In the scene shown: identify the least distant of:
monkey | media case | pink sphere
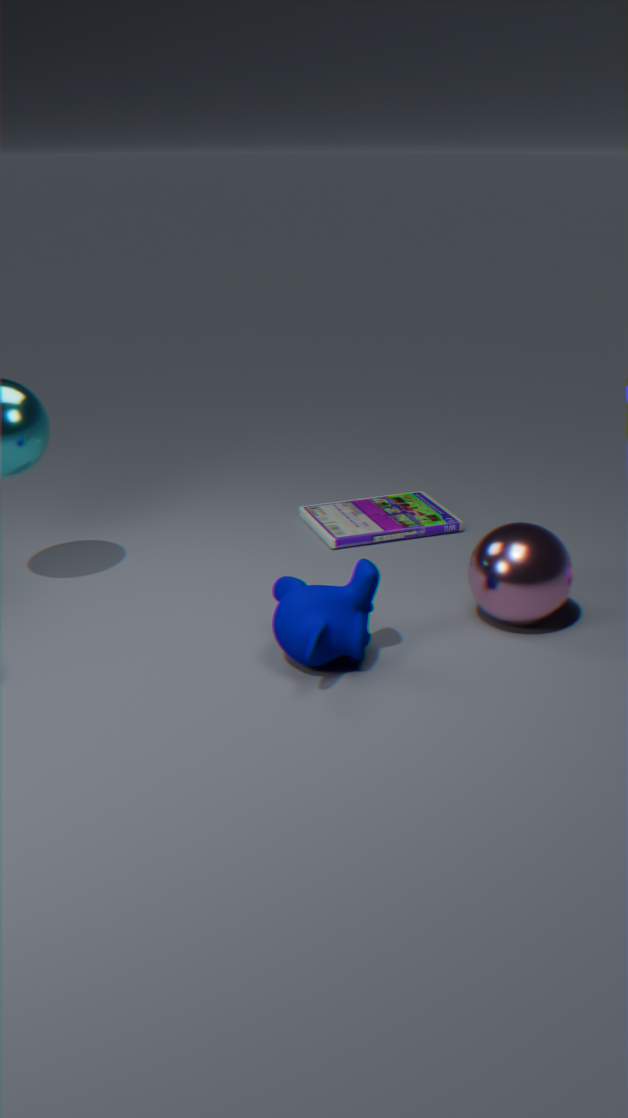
monkey
